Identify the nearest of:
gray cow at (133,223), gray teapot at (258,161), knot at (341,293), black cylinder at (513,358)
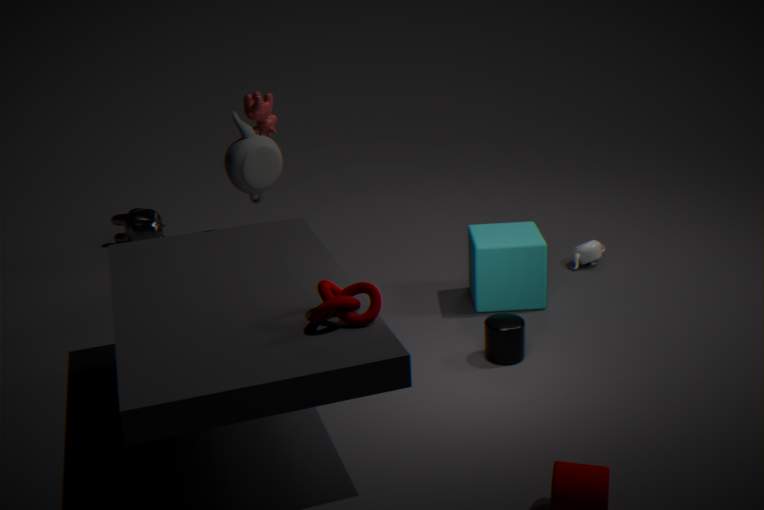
knot at (341,293)
